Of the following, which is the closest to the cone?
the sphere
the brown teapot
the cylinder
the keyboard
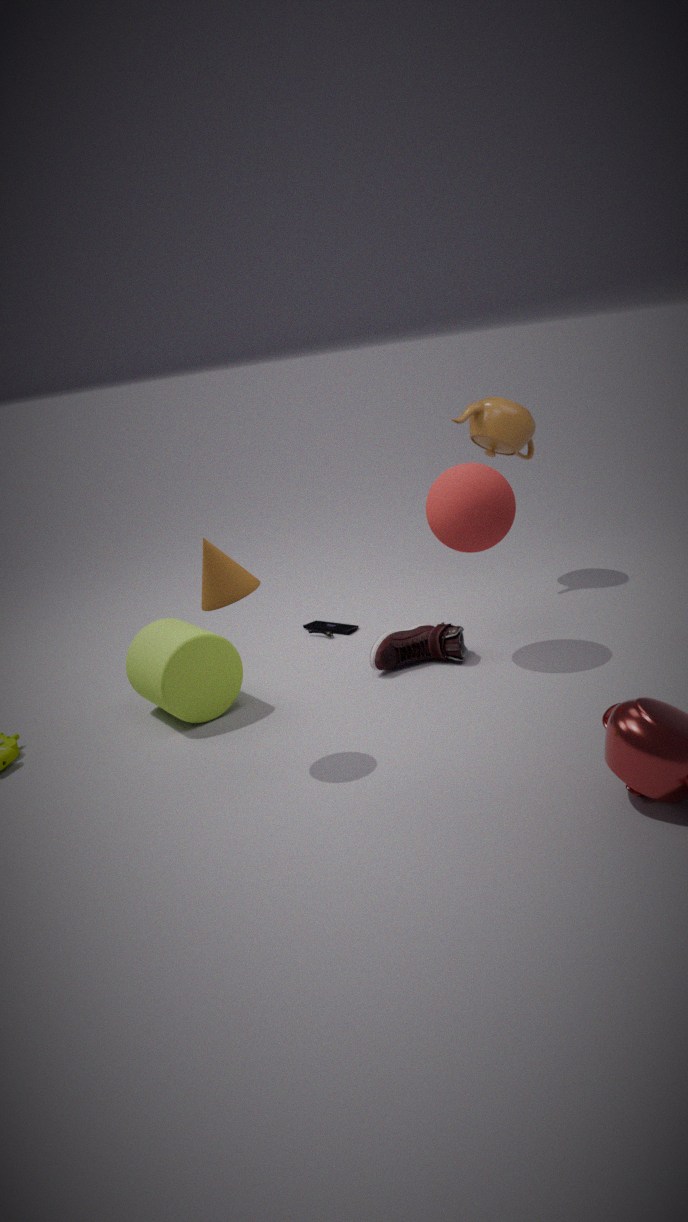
the cylinder
